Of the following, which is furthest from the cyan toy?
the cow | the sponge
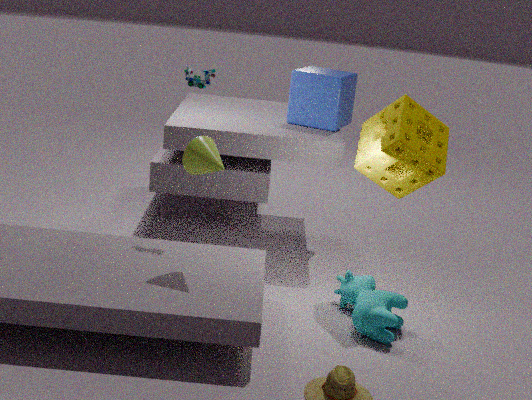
the cow
